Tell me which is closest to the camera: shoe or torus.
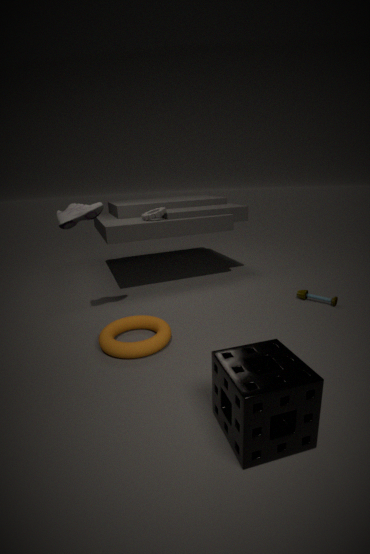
torus
